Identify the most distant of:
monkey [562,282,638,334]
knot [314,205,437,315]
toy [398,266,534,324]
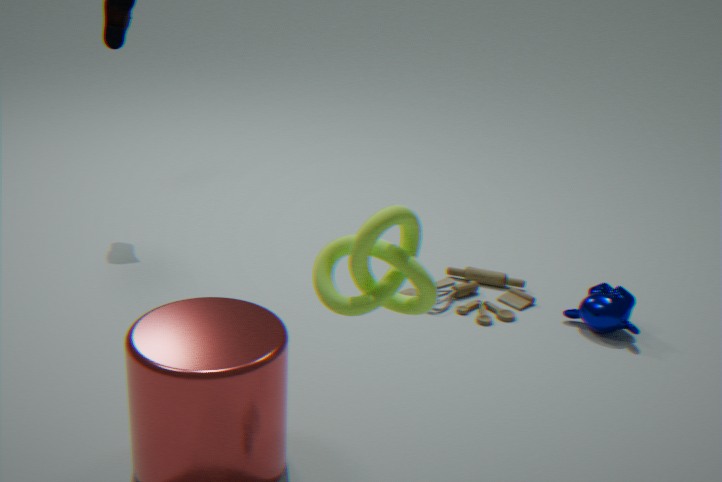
toy [398,266,534,324]
